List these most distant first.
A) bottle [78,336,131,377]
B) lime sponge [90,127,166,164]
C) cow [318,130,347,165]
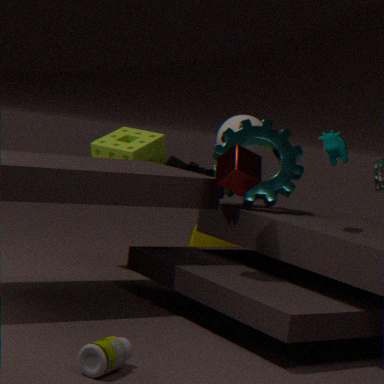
lime sponge [90,127,166,164], cow [318,130,347,165], bottle [78,336,131,377]
